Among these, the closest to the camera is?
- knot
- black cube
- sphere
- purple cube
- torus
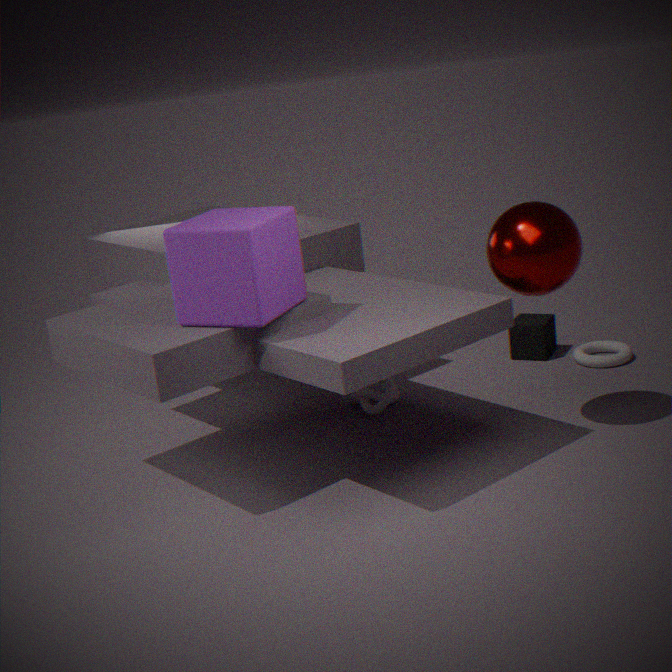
purple cube
